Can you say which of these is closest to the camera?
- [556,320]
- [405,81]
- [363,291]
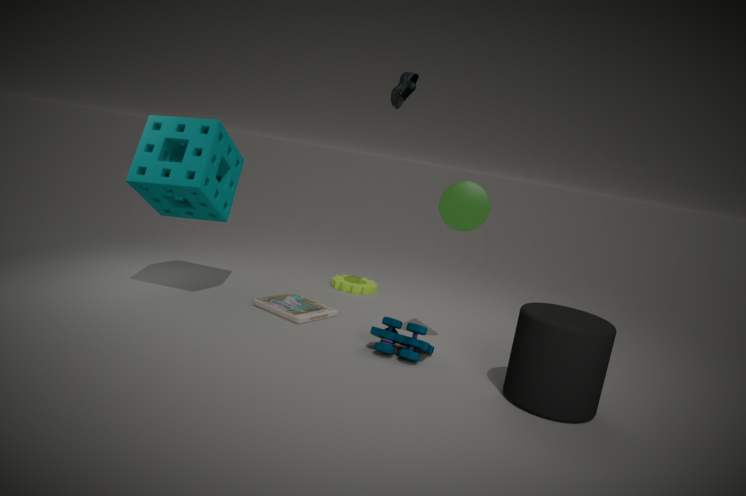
[556,320]
